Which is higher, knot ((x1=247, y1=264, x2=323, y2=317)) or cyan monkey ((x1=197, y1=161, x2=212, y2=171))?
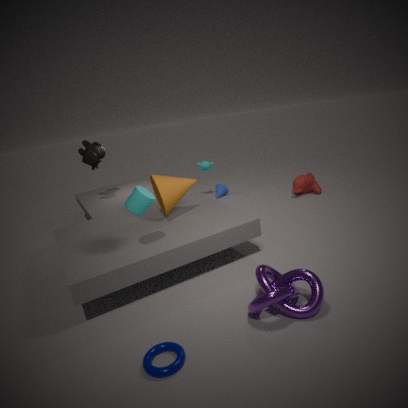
cyan monkey ((x1=197, y1=161, x2=212, y2=171))
